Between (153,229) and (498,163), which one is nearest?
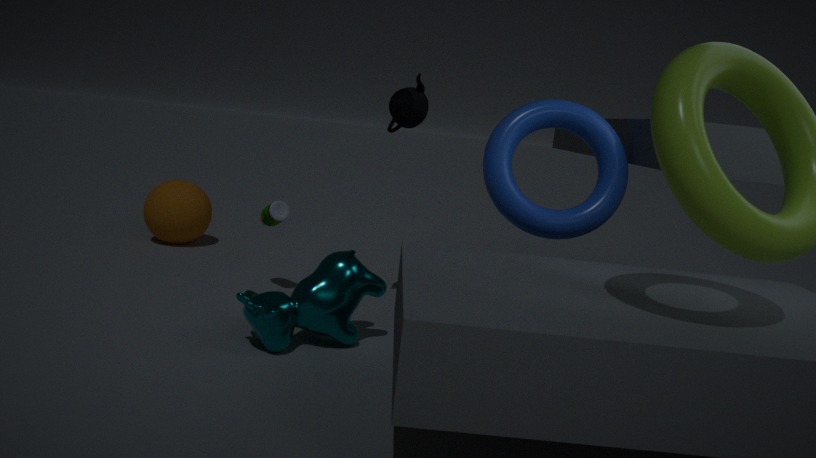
(498,163)
